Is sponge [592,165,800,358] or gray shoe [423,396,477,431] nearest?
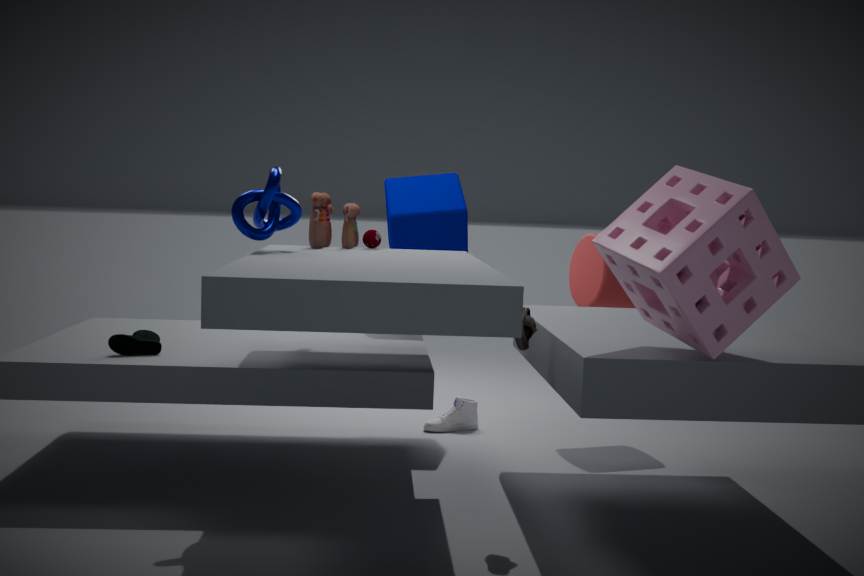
sponge [592,165,800,358]
